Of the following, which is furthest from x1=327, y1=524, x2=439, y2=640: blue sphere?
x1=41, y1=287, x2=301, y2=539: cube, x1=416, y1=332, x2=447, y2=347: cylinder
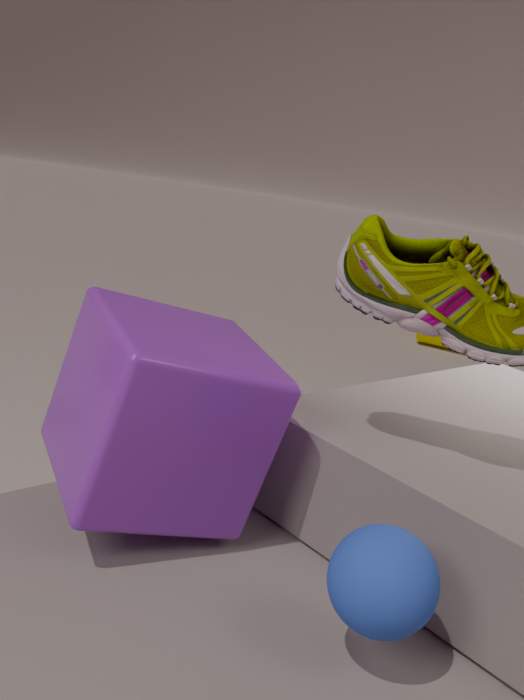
x1=416, y1=332, x2=447, y2=347: cylinder
